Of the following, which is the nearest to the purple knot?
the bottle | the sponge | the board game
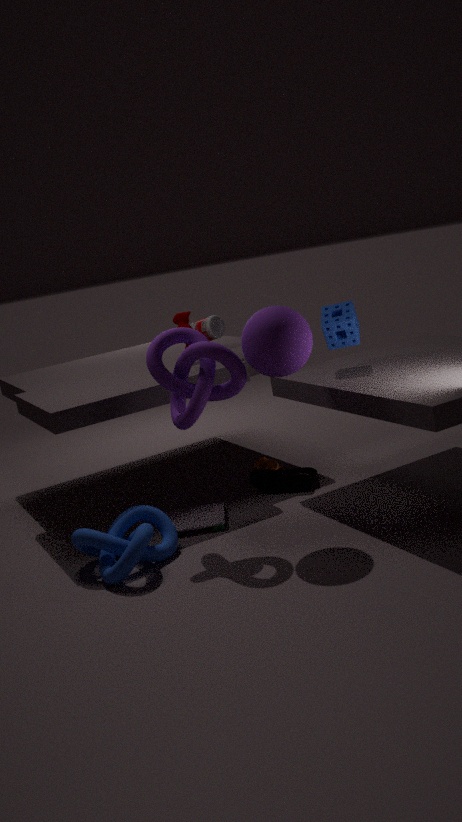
the board game
